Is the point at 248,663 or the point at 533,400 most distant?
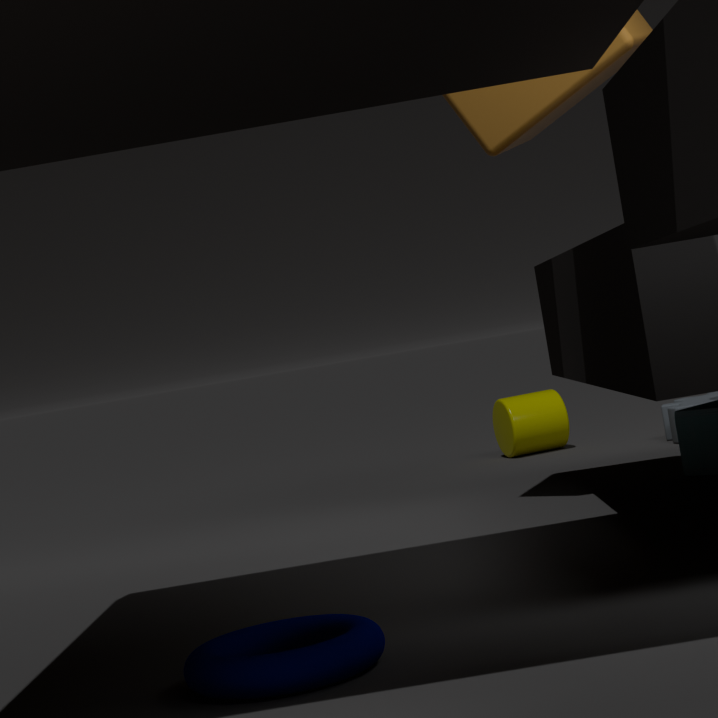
the point at 533,400
